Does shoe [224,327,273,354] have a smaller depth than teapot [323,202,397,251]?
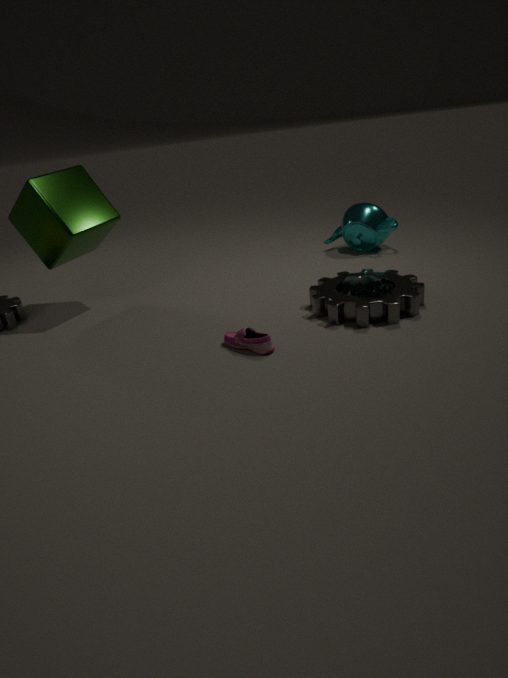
Yes
